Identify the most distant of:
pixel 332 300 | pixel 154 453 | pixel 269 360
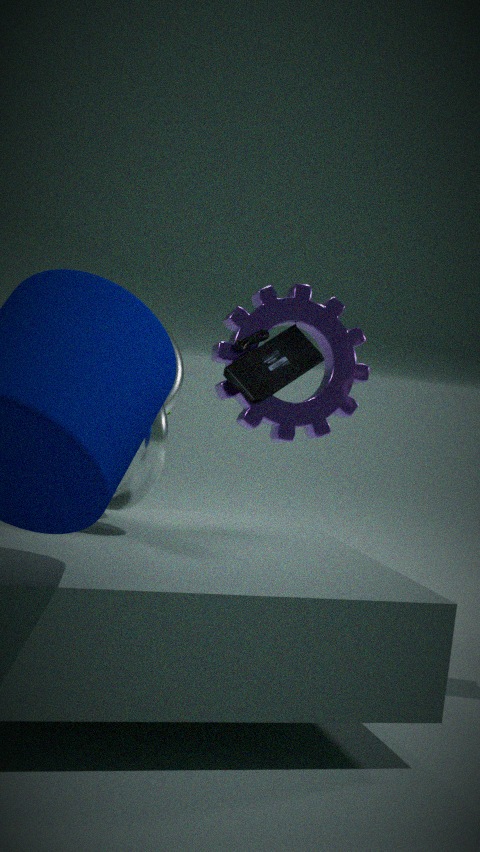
pixel 332 300
